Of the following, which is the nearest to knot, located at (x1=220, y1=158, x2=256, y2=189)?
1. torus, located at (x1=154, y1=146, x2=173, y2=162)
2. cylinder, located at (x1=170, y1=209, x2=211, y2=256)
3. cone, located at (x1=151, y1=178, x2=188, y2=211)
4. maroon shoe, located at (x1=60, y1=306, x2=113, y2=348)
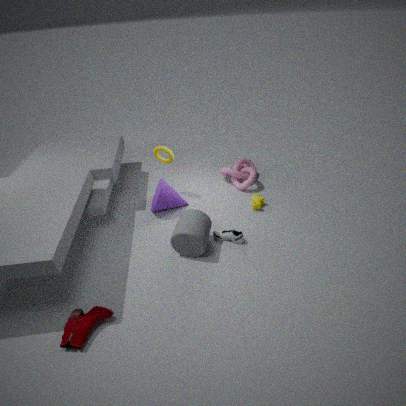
cone, located at (x1=151, y1=178, x2=188, y2=211)
